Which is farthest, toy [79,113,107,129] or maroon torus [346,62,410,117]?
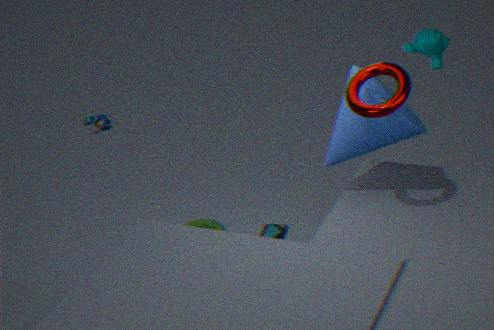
toy [79,113,107,129]
